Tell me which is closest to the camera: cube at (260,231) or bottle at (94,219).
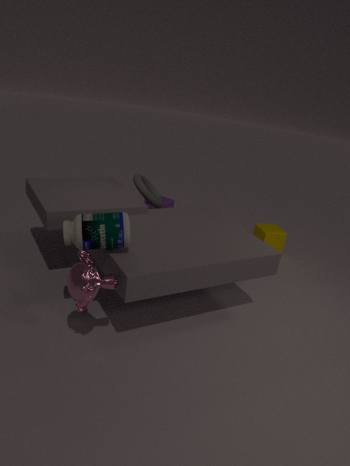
bottle at (94,219)
